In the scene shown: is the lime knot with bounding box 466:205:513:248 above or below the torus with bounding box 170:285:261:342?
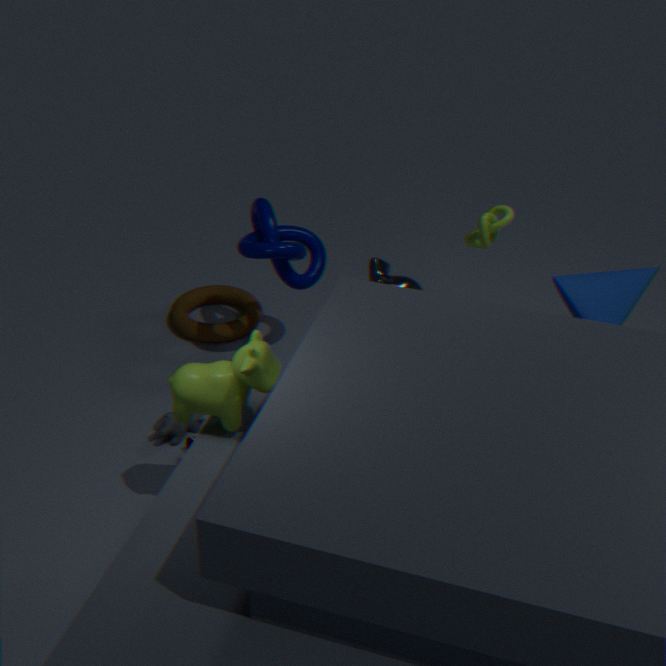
above
